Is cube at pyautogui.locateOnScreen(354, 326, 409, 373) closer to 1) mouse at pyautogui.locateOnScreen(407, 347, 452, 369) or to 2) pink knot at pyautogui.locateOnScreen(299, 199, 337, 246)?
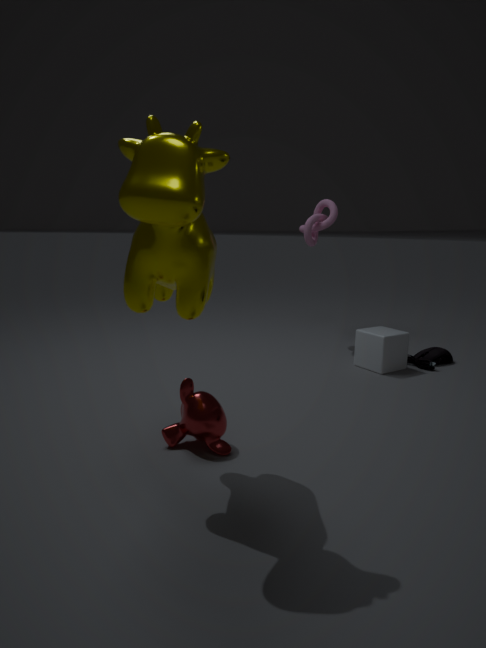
1) mouse at pyautogui.locateOnScreen(407, 347, 452, 369)
